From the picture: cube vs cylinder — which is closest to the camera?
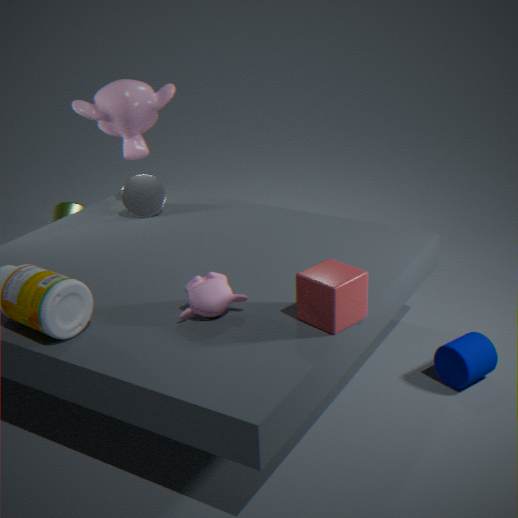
cube
